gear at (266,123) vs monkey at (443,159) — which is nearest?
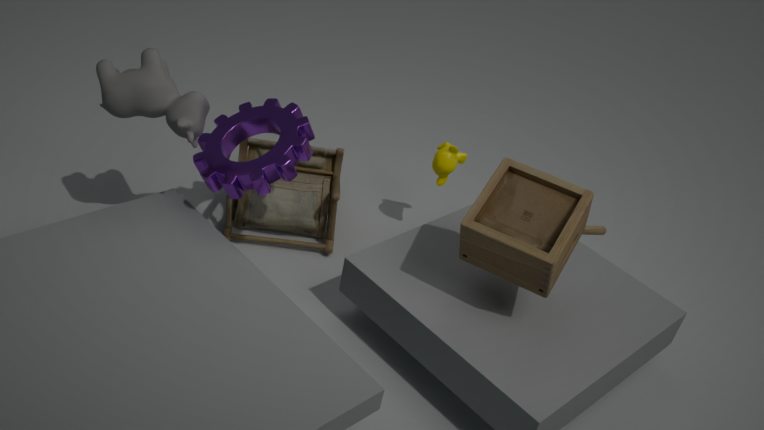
gear at (266,123)
